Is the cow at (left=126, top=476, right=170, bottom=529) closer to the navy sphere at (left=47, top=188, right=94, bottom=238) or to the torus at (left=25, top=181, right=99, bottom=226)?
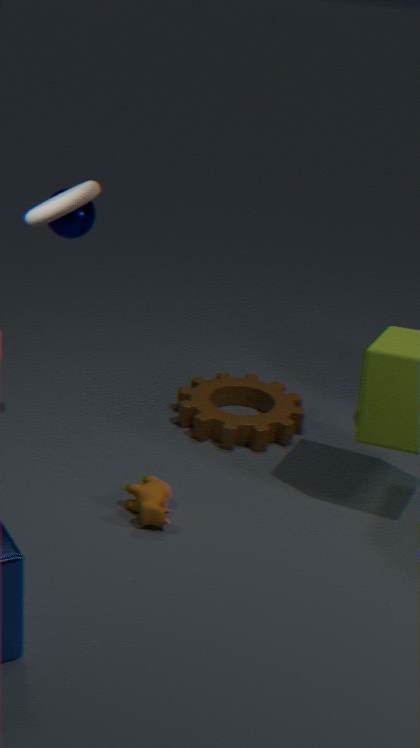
the navy sphere at (left=47, top=188, right=94, bottom=238)
